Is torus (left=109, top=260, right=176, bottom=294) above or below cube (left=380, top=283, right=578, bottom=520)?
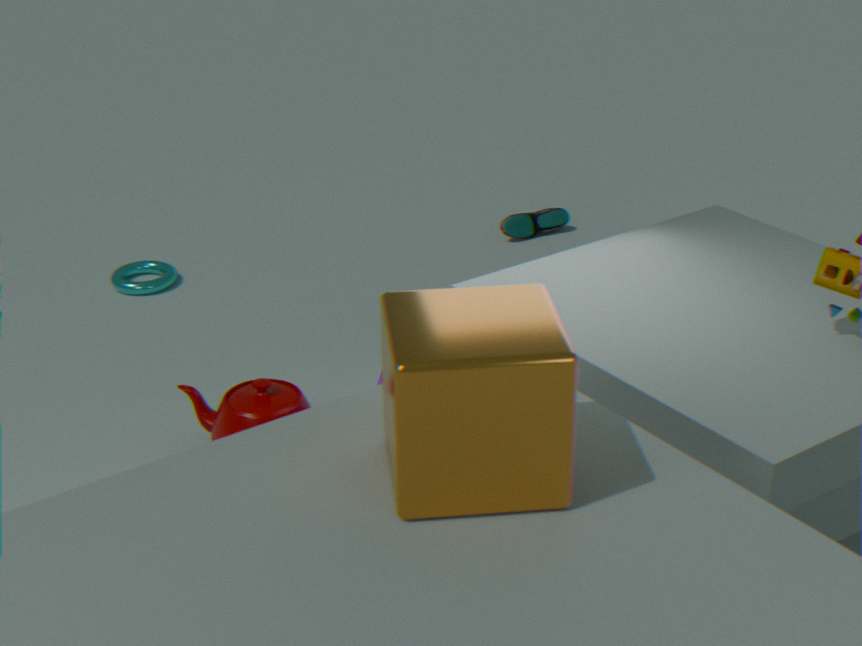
below
